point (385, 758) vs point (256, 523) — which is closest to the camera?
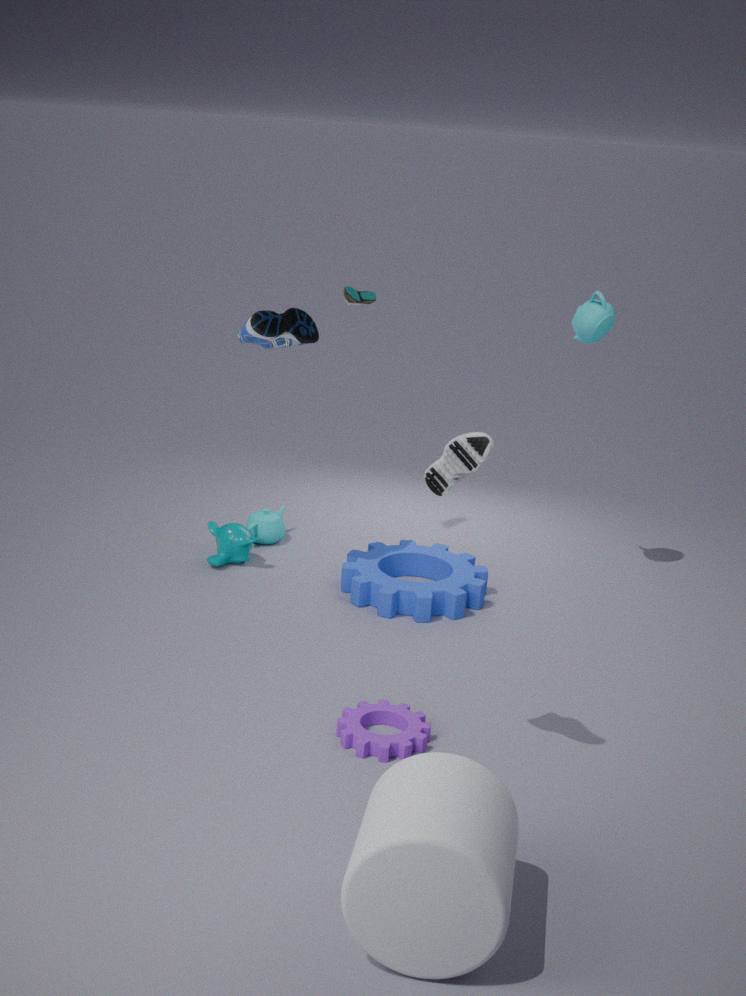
point (385, 758)
